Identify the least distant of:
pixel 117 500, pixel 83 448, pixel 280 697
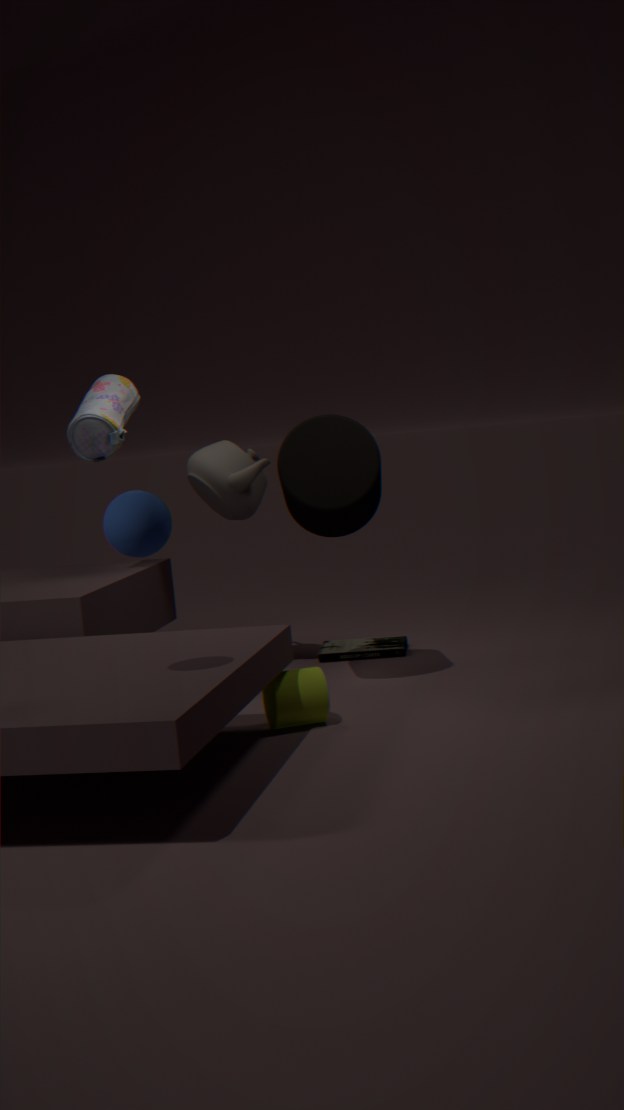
pixel 117 500
